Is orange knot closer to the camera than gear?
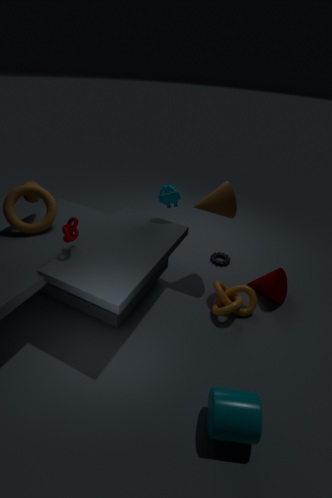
Yes
